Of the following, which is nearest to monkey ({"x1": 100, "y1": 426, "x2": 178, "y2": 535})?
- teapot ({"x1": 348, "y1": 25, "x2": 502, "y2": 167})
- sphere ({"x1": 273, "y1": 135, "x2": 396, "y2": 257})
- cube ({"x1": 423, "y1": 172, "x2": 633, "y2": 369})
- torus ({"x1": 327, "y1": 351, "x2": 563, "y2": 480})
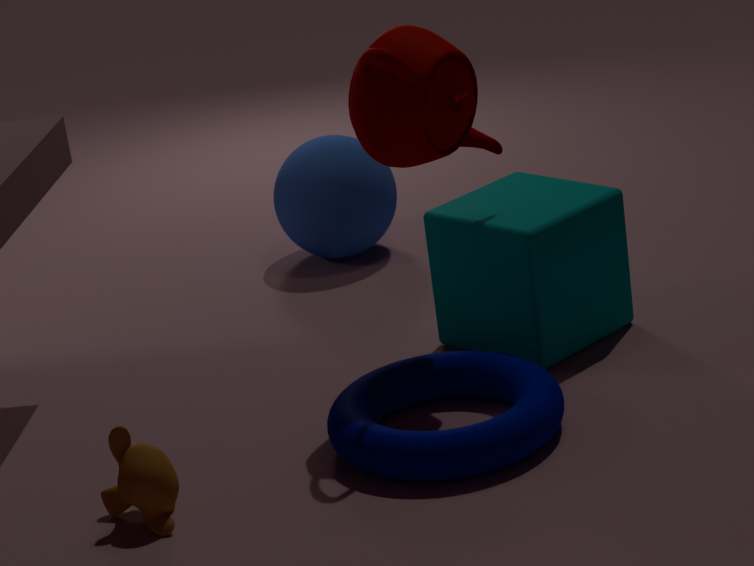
torus ({"x1": 327, "y1": 351, "x2": 563, "y2": 480})
